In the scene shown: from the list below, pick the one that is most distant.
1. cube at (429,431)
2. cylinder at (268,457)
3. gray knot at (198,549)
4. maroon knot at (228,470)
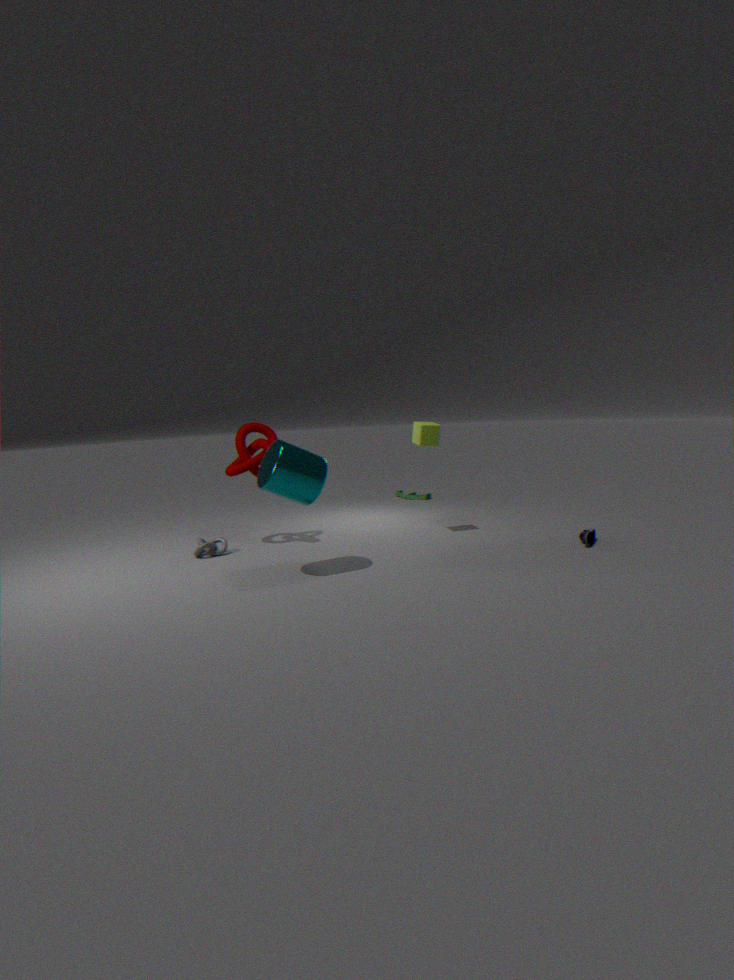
cube at (429,431)
